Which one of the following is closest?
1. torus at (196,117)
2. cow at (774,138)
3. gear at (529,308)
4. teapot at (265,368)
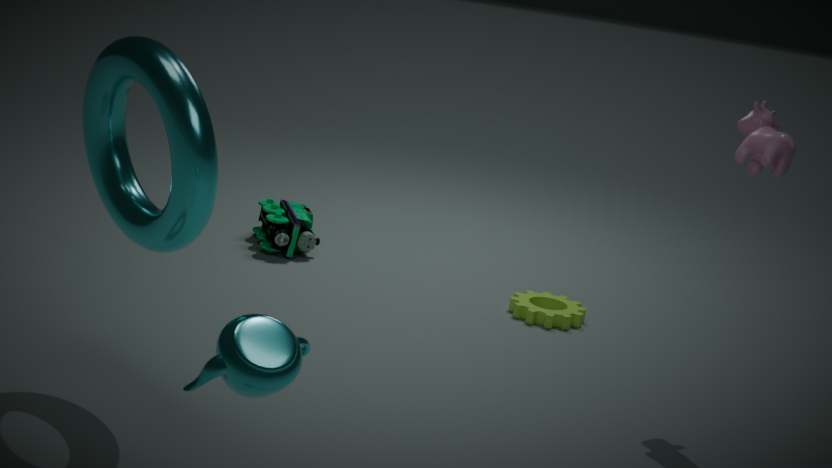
teapot at (265,368)
